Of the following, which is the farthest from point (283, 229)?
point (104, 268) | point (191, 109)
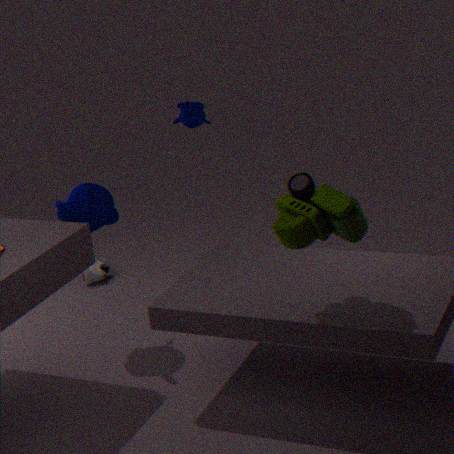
point (104, 268)
